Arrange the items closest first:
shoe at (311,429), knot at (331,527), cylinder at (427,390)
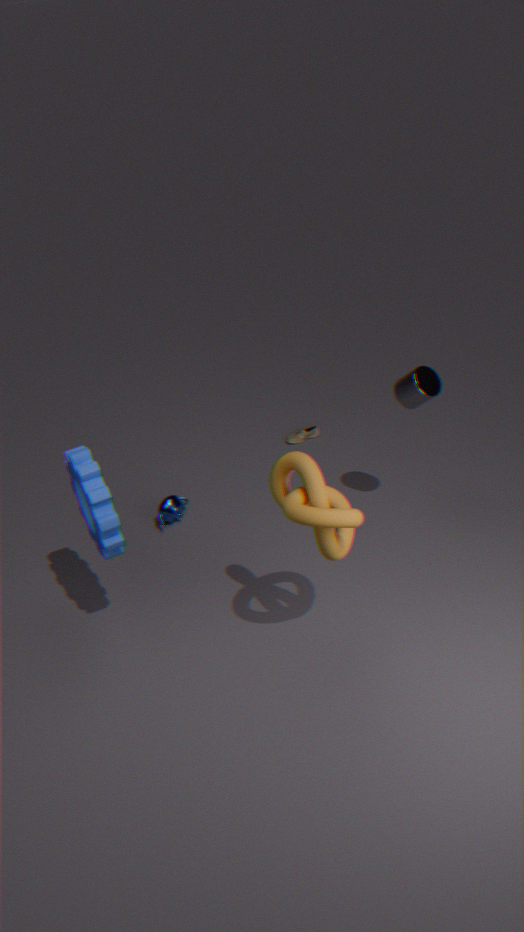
1. knot at (331,527)
2. cylinder at (427,390)
3. shoe at (311,429)
